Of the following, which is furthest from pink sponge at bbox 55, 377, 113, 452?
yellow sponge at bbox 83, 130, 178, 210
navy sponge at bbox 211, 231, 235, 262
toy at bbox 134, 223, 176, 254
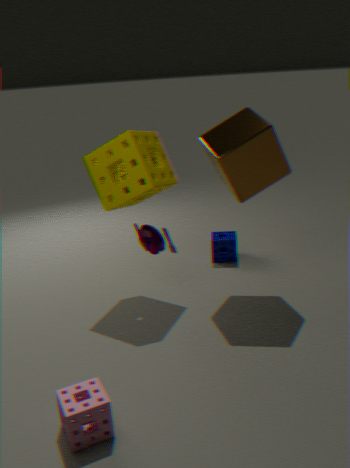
navy sponge at bbox 211, 231, 235, 262
